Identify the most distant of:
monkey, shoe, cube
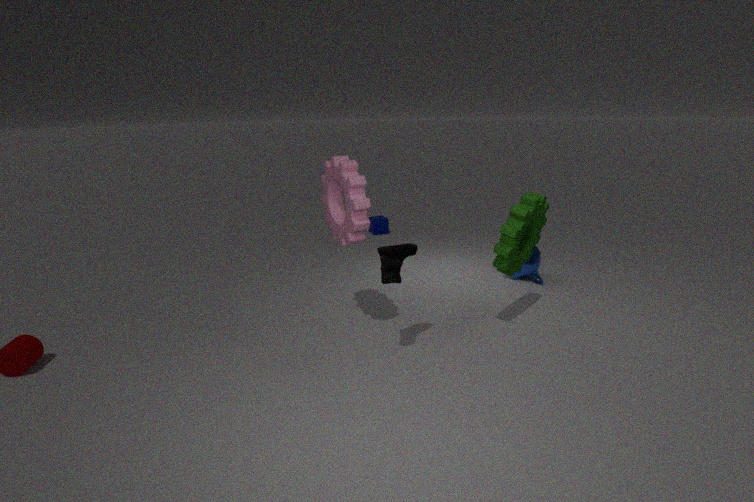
cube
